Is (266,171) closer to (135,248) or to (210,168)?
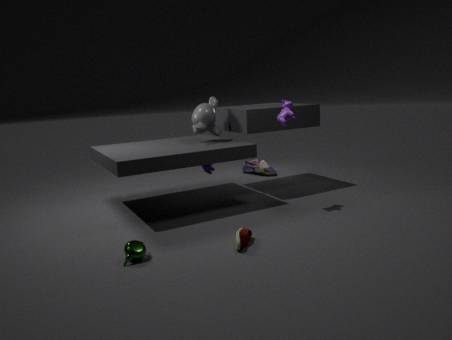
(210,168)
